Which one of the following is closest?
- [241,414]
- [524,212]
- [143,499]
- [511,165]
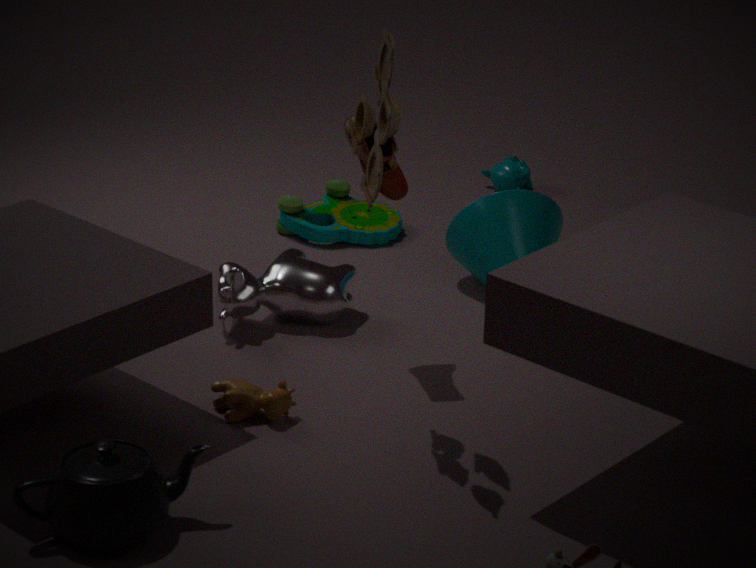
[143,499]
